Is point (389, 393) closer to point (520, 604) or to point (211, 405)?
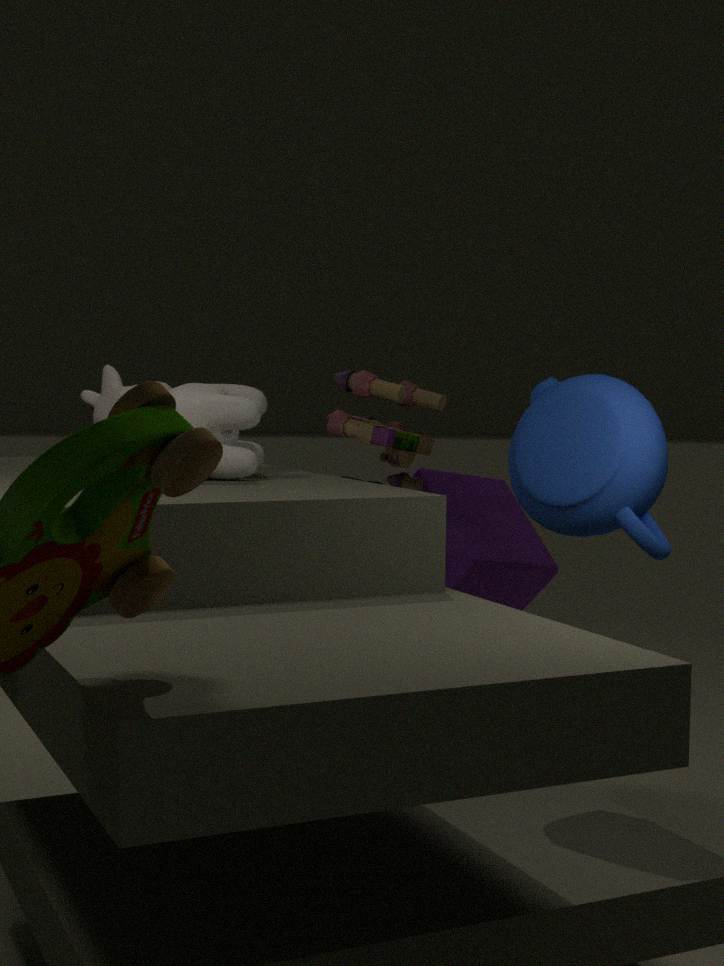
point (520, 604)
